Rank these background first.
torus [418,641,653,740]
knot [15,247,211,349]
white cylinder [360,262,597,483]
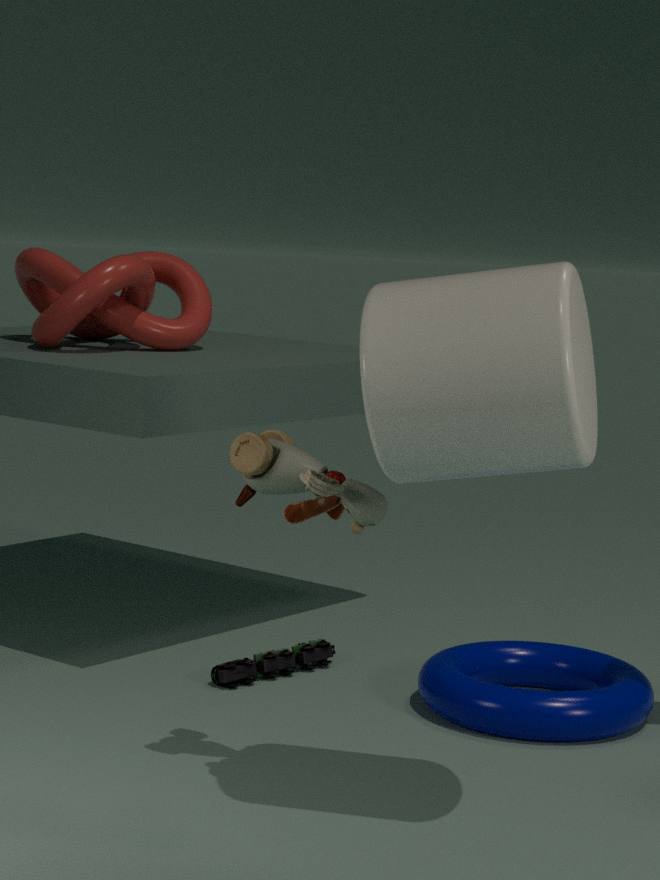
knot [15,247,211,349] → torus [418,641,653,740] → white cylinder [360,262,597,483]
